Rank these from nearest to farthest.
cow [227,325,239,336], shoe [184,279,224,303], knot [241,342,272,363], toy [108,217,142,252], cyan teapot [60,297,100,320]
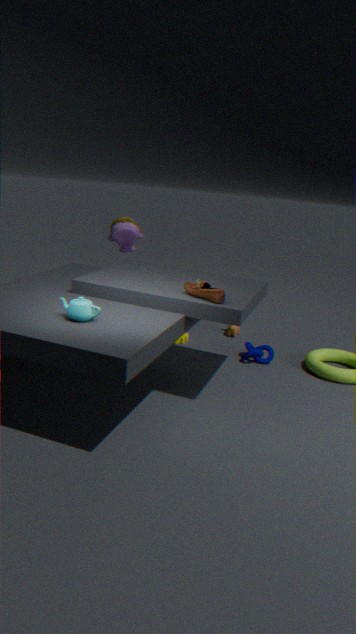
1. cyan teapot [60,297,100,320]
2. shoe [184,279,224,303]
3. knot [241,342,272,363]
4. toy [108,217,142,252]
5. cow [227,325,239,336]
